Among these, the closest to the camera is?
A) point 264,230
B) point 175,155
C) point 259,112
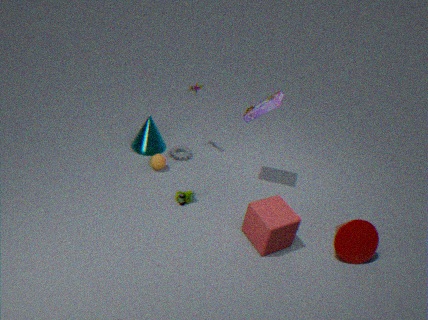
point 264,230
